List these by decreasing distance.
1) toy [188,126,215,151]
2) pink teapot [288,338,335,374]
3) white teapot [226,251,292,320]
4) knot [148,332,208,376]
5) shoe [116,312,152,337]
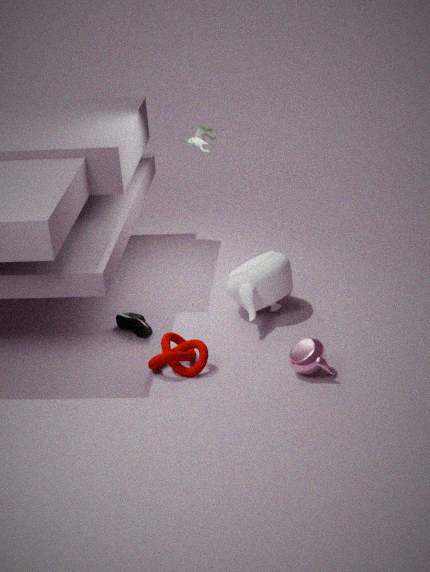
1. toy [188,126,215,151]
5. shoe [116,312,152,337]
3. white teapot [226,251,292,320]
4. knot [148,332,208,376]
2. pink teapot [288,338,335,374]
